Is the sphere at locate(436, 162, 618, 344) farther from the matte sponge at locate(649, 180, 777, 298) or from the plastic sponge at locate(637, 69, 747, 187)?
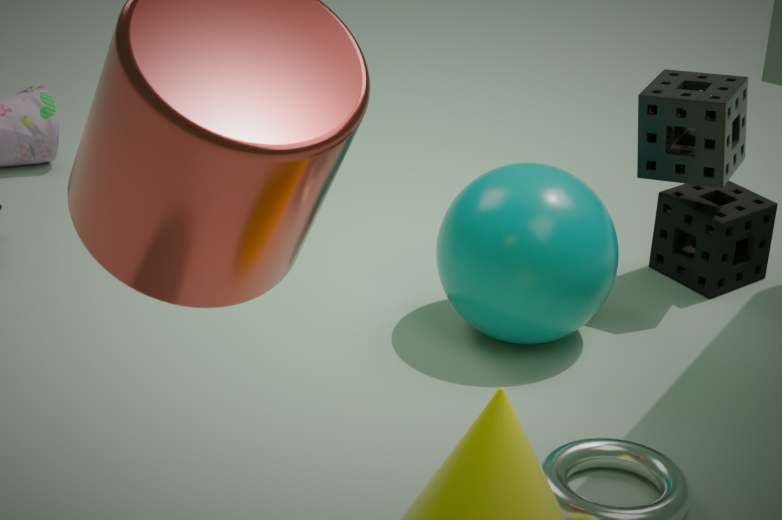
the matte sponge at locate(649, 180, 777, 298)
